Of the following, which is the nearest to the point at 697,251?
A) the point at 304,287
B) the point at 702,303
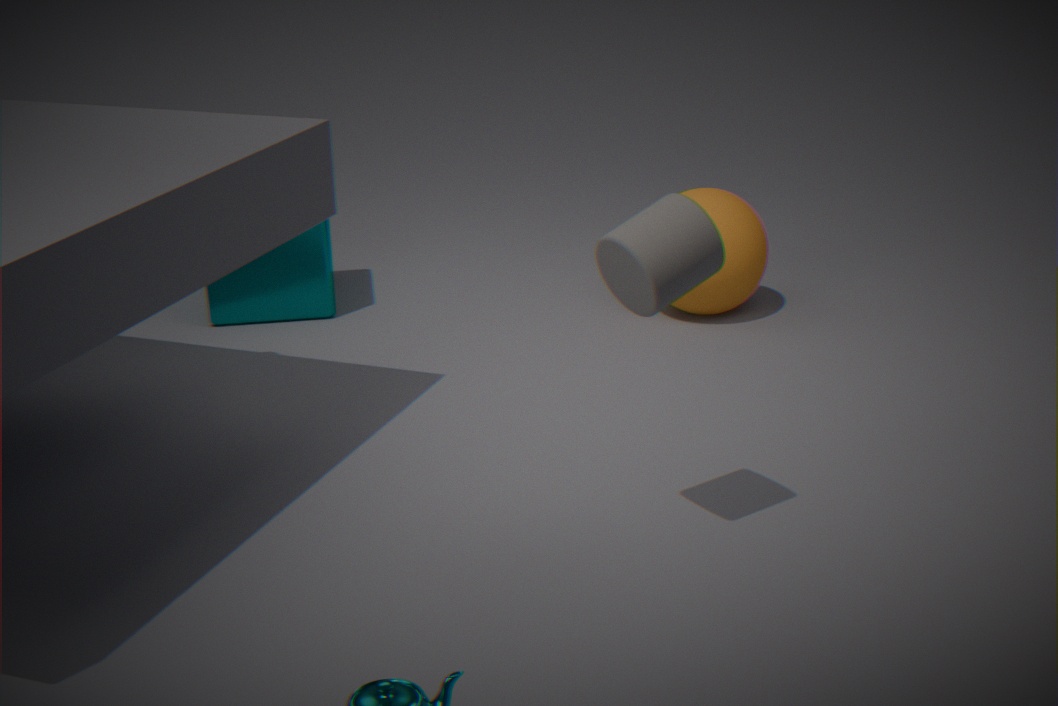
the point at 702,303
